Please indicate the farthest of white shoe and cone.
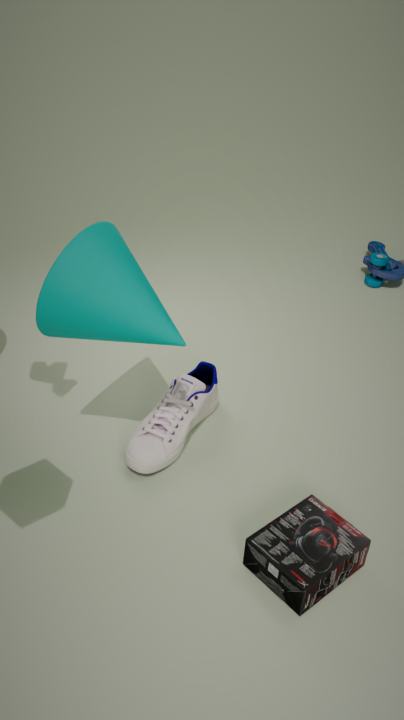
white shoe
